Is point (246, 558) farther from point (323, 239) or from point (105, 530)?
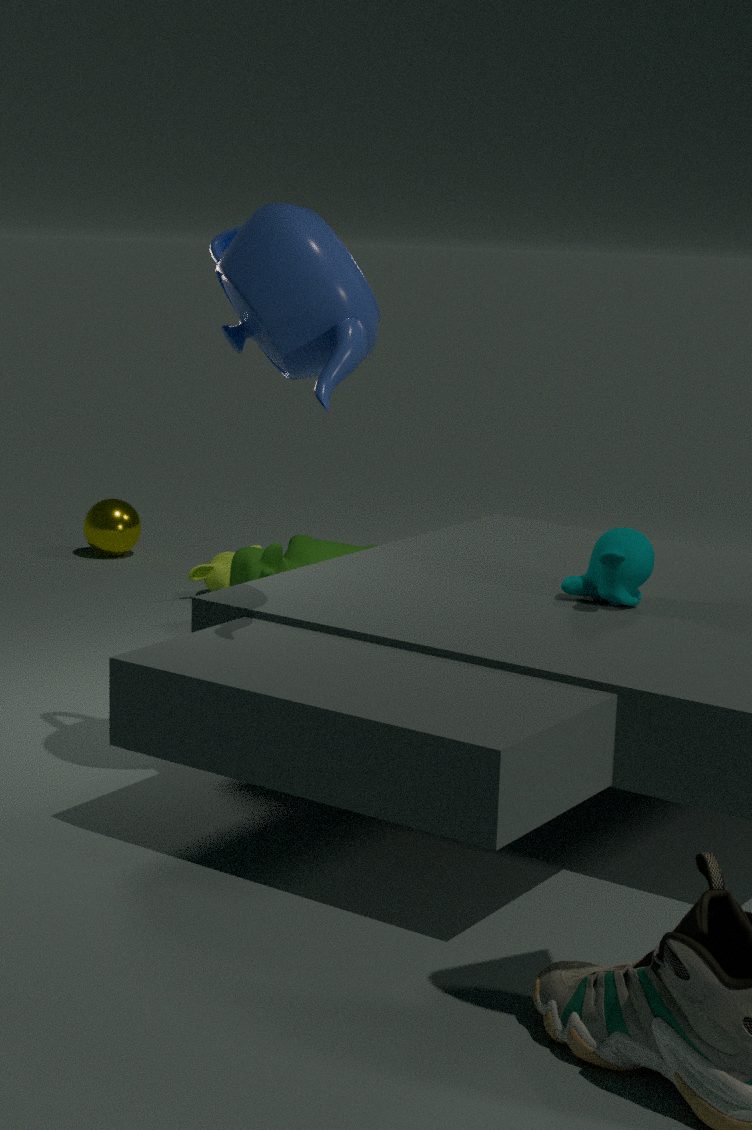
point (323, 239)
